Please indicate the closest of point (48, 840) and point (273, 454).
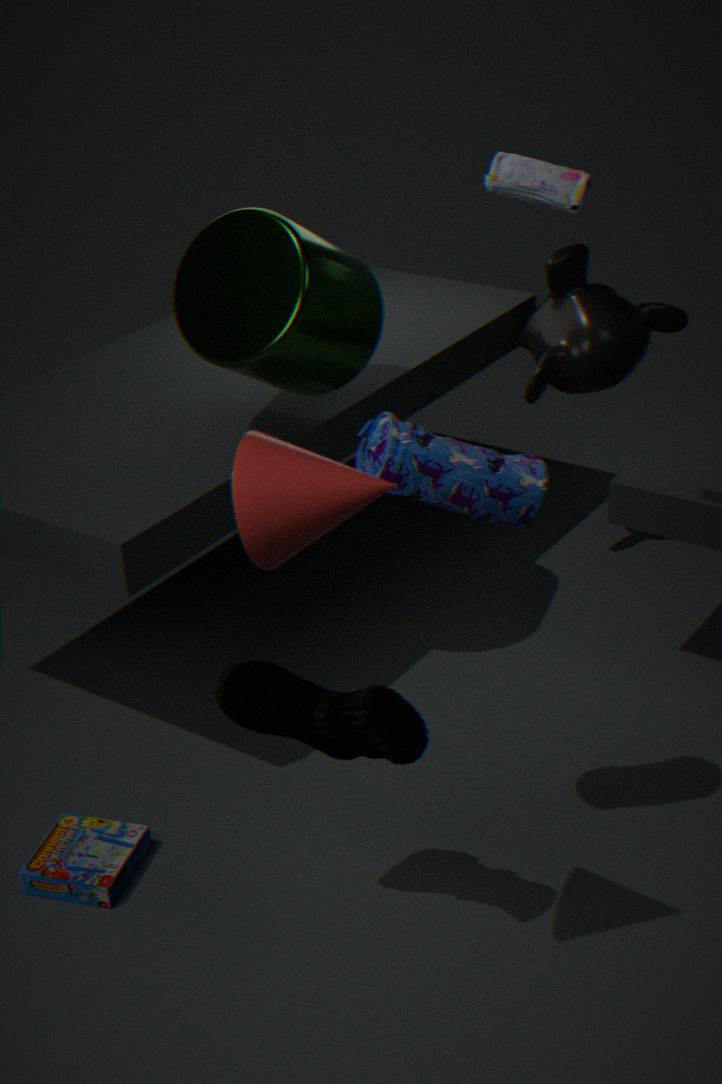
point (273, 454)
